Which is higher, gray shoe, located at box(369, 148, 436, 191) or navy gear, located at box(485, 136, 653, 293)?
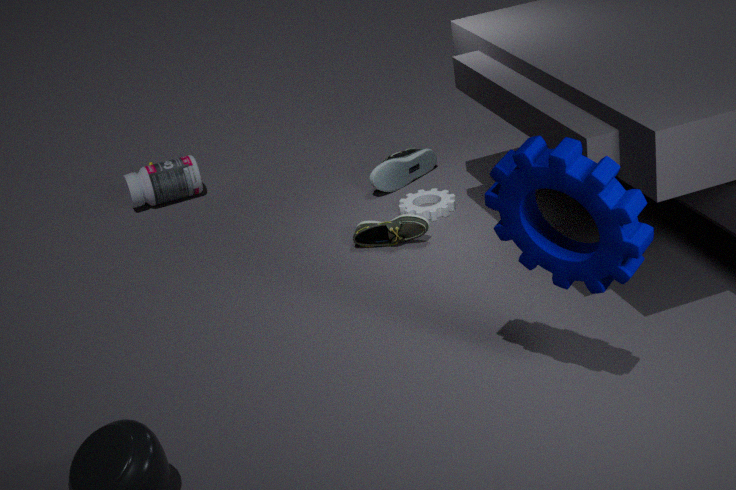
navy gear, located at box(485, 136, 653, 293)
